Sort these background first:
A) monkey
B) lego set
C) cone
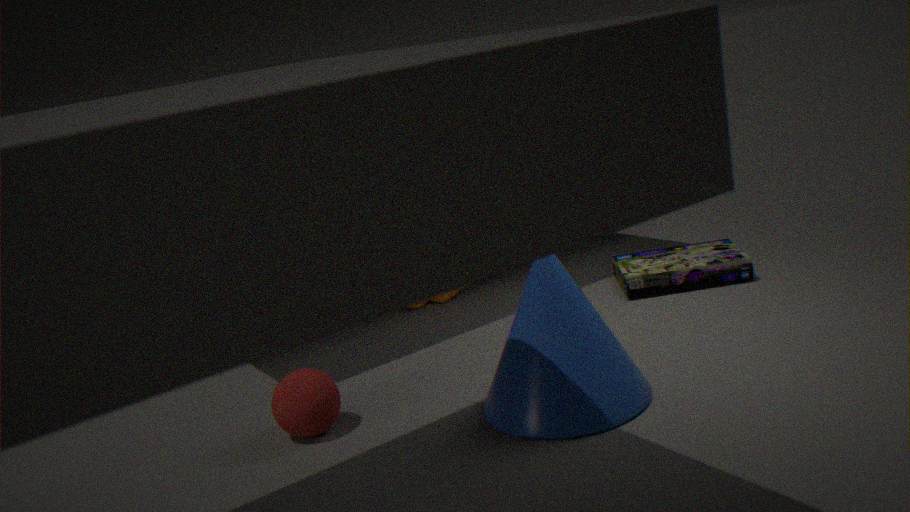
lego set, cone, monkey
